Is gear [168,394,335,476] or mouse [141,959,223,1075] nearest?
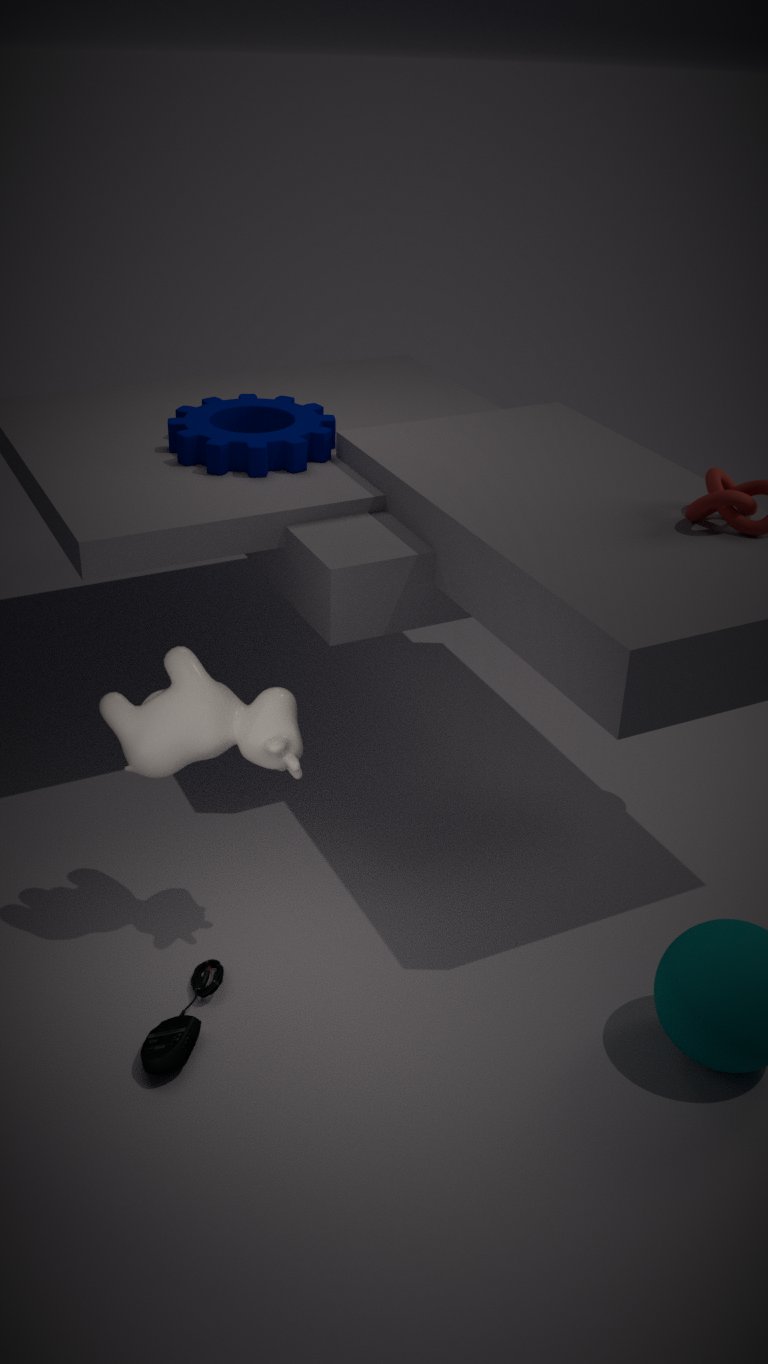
mouse [141,959,223,1075]
